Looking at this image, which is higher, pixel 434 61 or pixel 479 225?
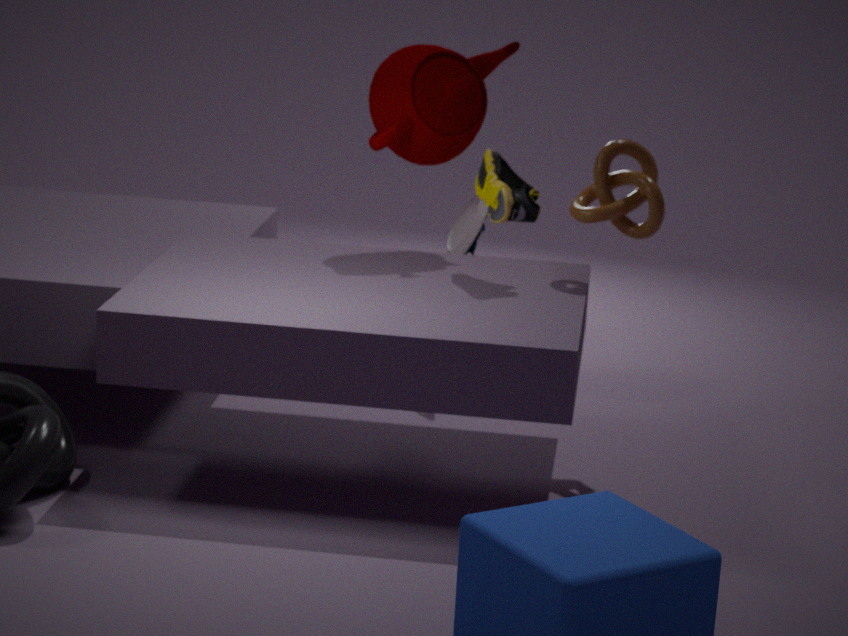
pixel 434 61
